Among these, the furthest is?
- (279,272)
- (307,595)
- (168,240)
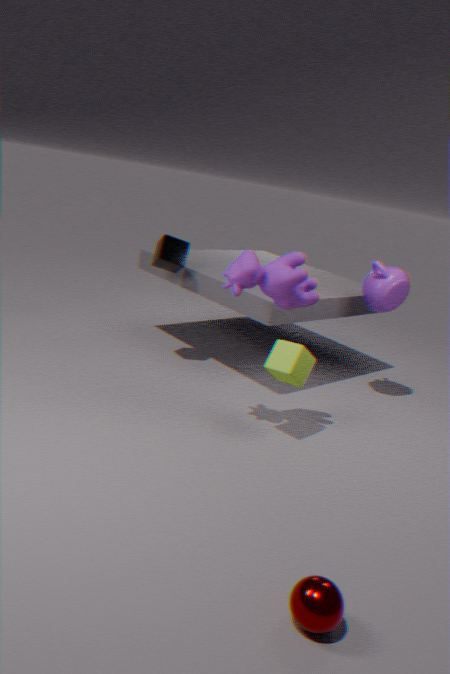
(168,240)
